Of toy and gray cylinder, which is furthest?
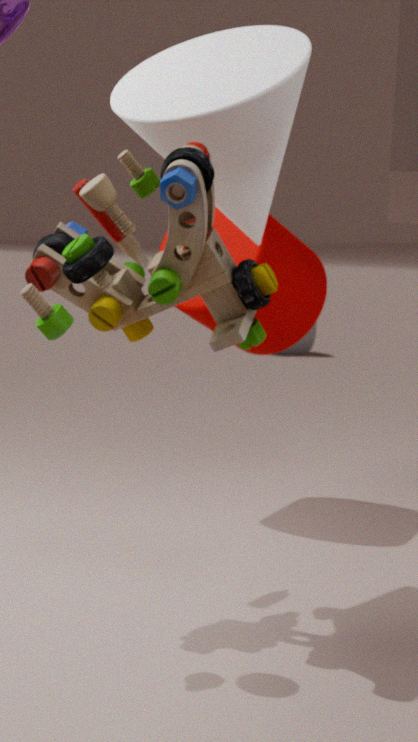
gray cylinder
